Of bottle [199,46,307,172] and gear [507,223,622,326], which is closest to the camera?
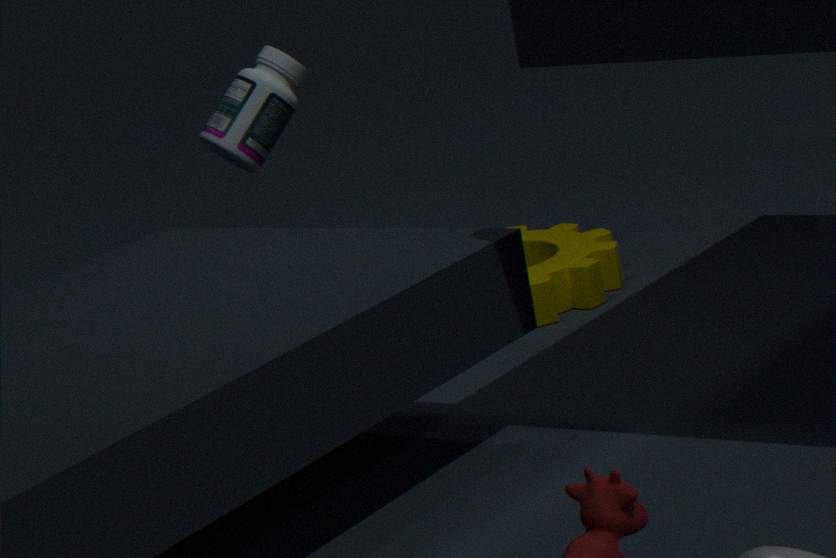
bottle [199,46,307,172]
